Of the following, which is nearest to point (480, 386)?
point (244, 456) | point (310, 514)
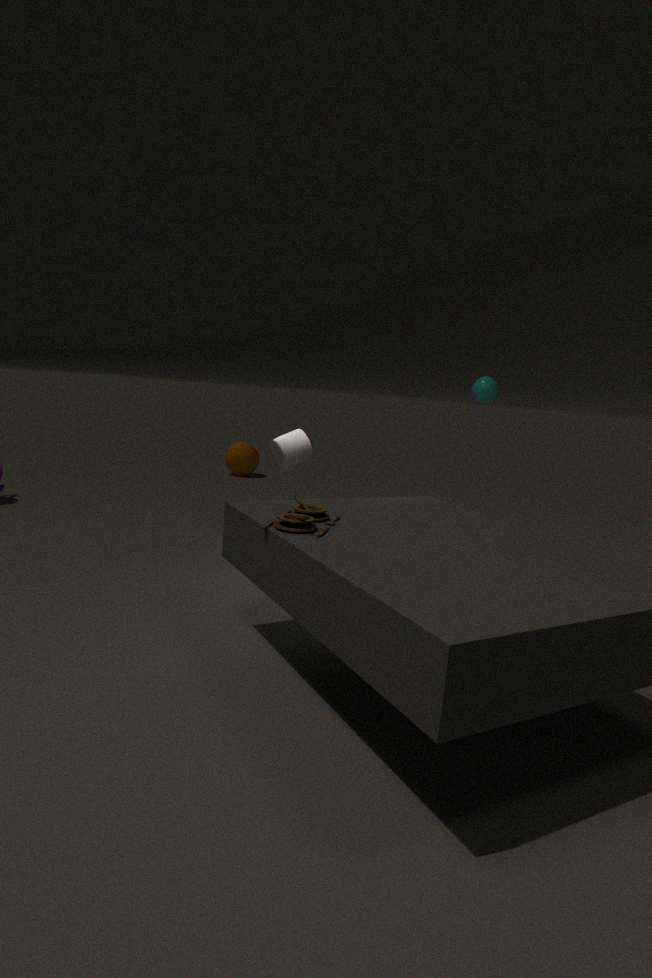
point (310, 514)
